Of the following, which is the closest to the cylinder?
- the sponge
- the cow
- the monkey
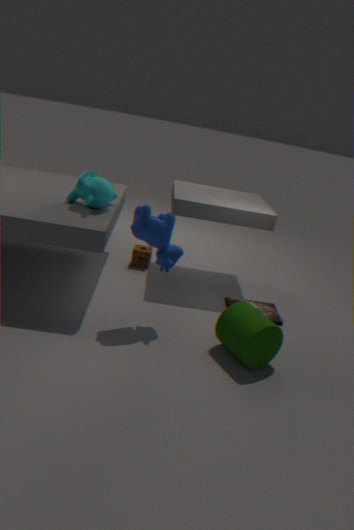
the cow
